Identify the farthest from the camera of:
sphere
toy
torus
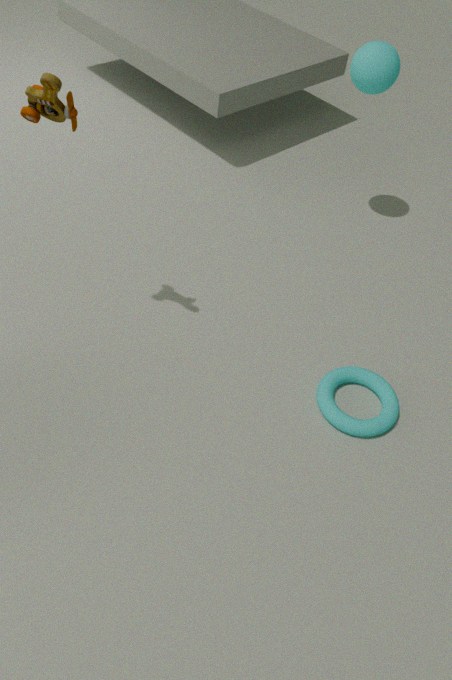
sphere
